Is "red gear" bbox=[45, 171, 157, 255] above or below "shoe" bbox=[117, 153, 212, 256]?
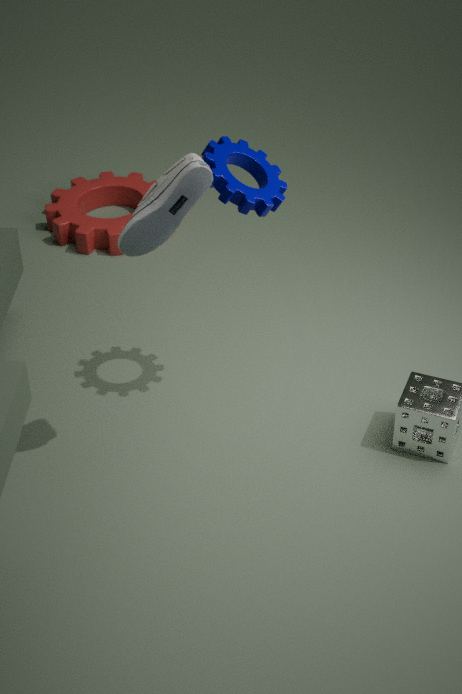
below
